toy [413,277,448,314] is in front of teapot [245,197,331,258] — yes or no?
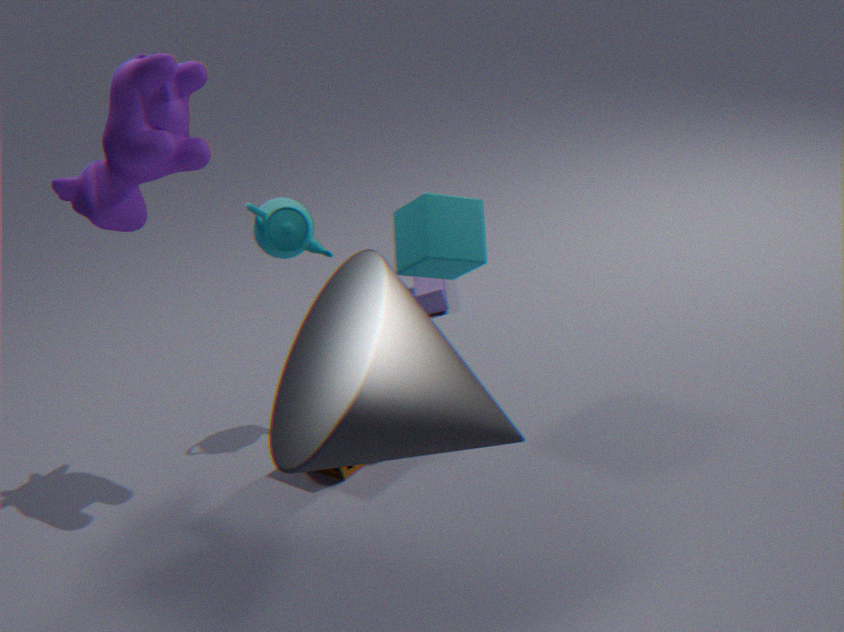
No
